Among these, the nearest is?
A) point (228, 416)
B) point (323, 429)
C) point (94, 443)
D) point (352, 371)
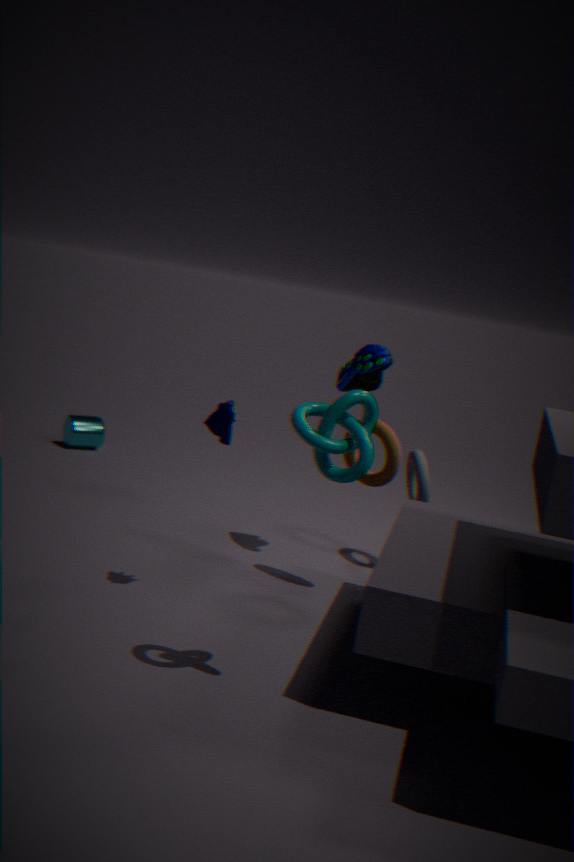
point (323, 429)
